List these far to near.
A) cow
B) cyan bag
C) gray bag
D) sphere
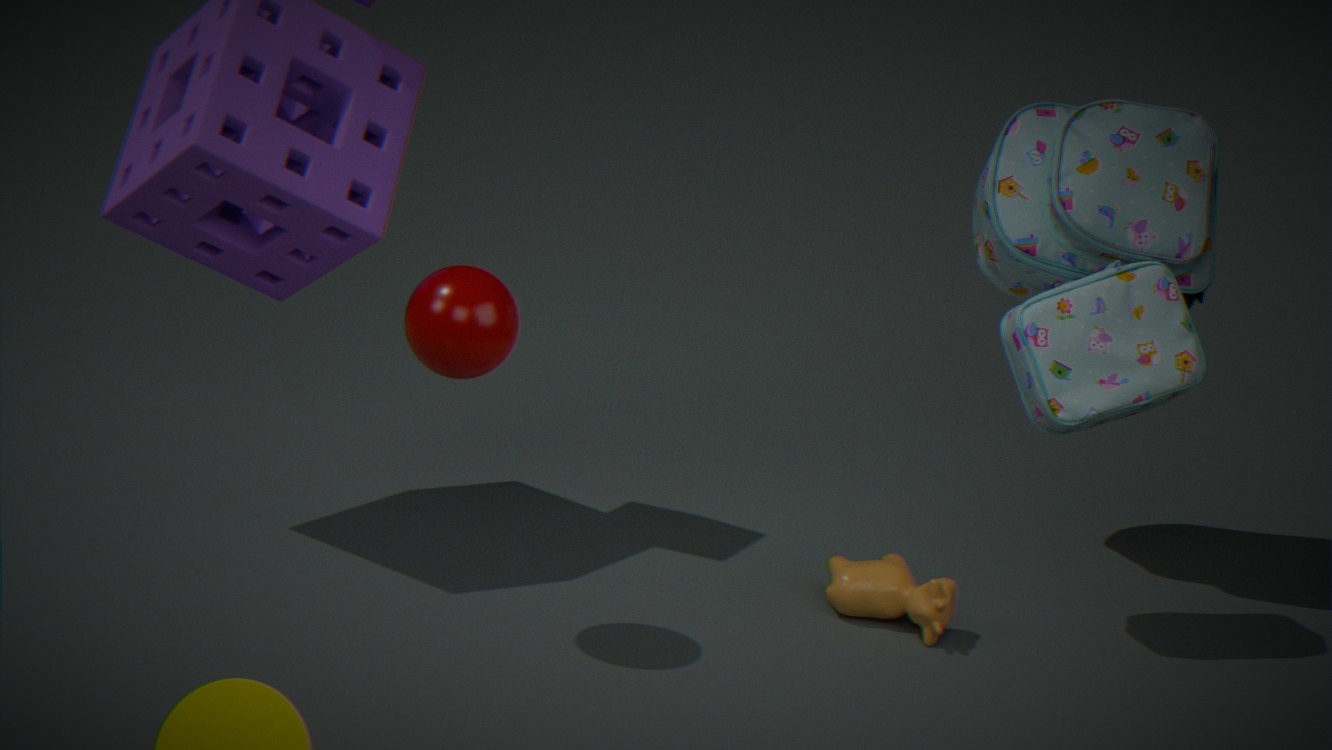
B. cyan bag
A. cow
C. gray bag
D. sphere
